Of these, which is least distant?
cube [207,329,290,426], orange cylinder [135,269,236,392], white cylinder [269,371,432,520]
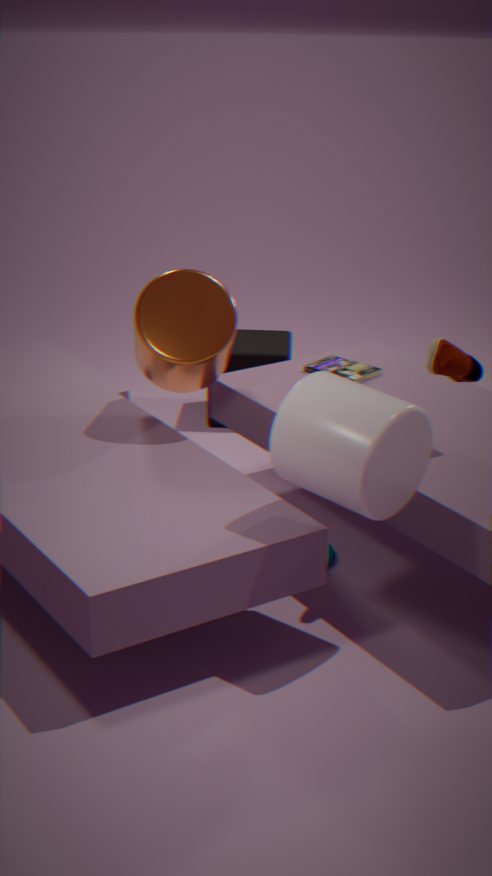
white cylinder [269,371,432,520]
